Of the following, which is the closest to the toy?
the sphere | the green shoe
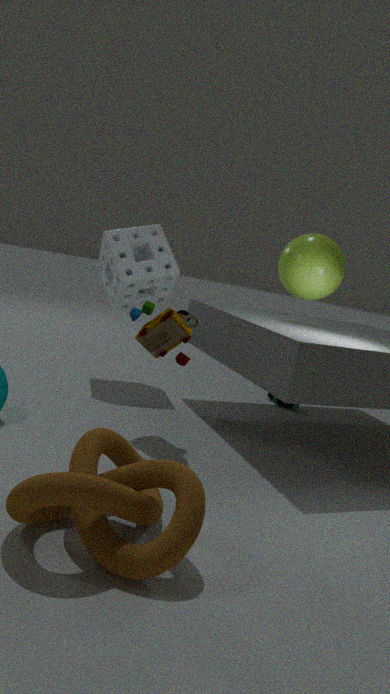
the sphere
